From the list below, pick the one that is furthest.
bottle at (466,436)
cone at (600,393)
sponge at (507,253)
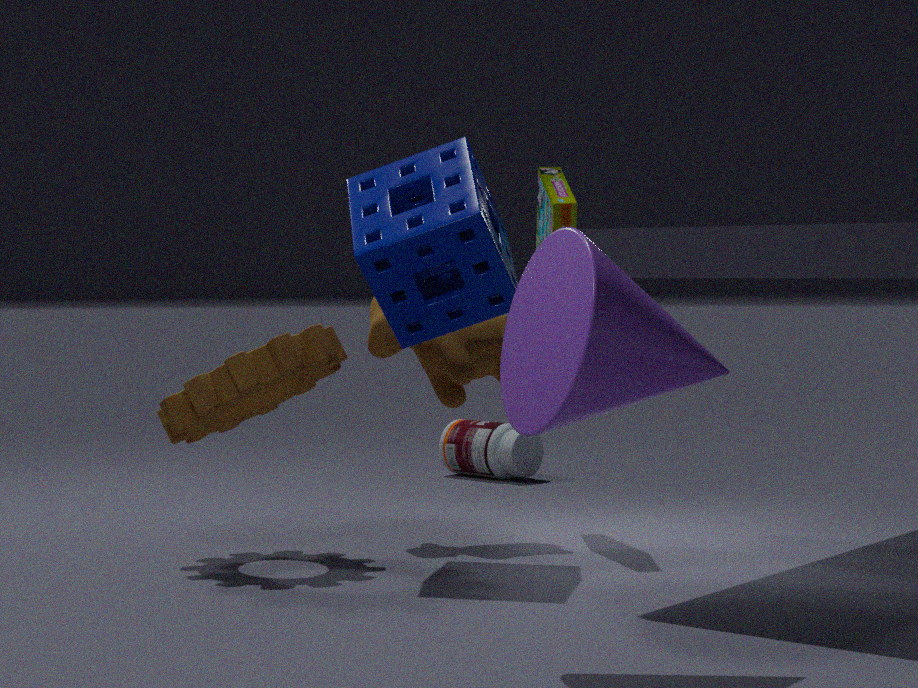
bottle at (466,436)
